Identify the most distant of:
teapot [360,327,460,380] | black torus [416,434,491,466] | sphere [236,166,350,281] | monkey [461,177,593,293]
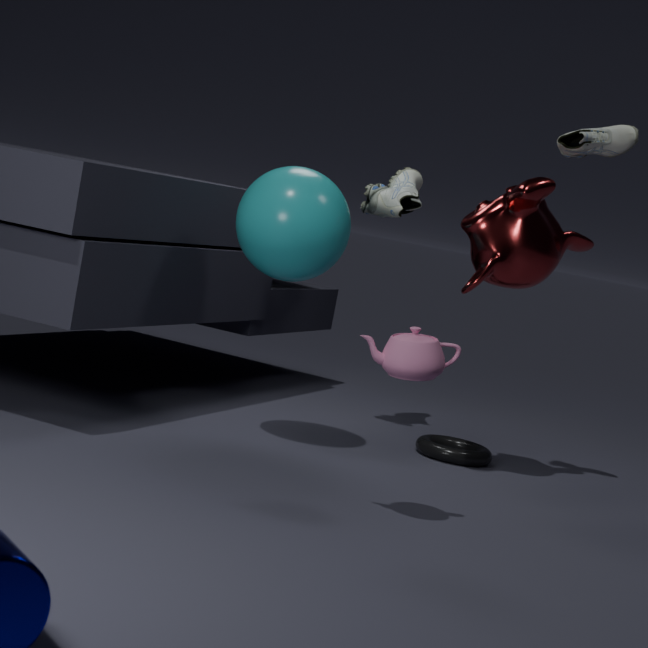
black torus [416,434,491,466]
